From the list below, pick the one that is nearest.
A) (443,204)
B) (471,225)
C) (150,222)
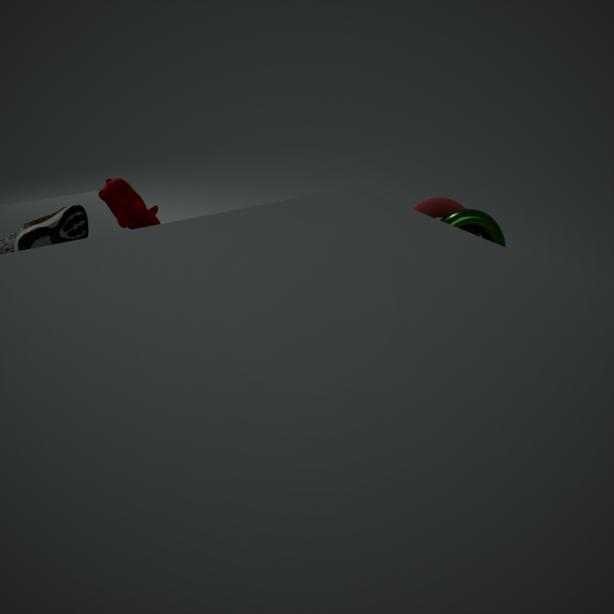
(150,222)
